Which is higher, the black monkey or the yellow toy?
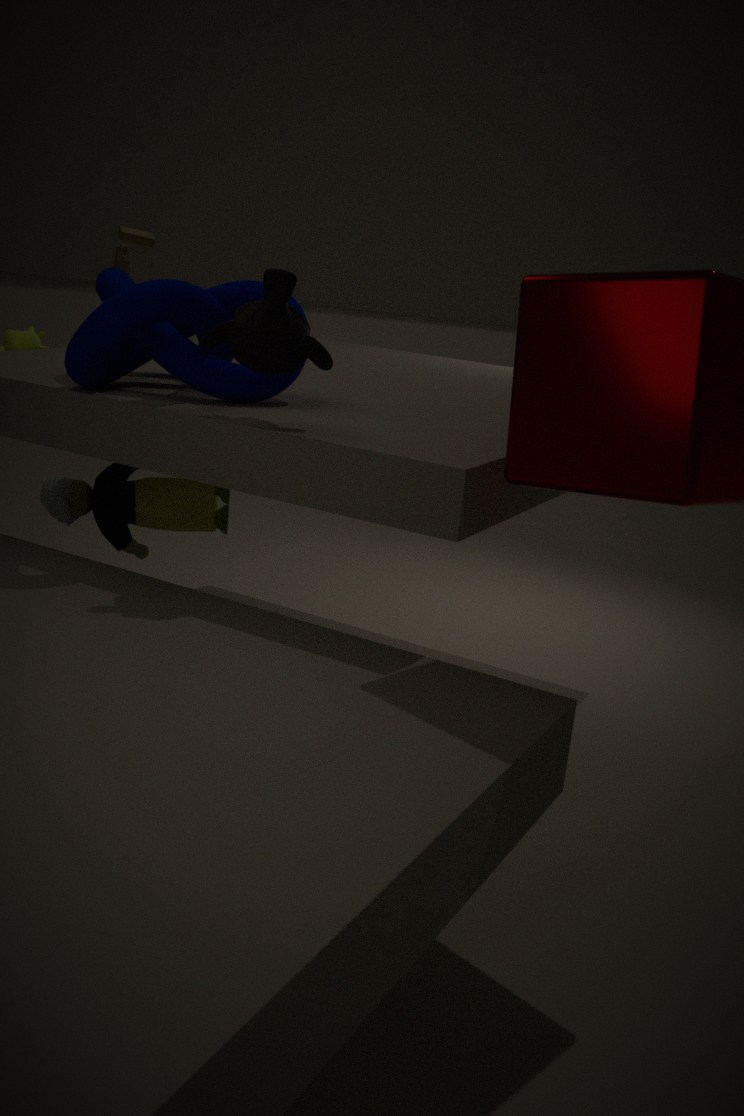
the black monkey
